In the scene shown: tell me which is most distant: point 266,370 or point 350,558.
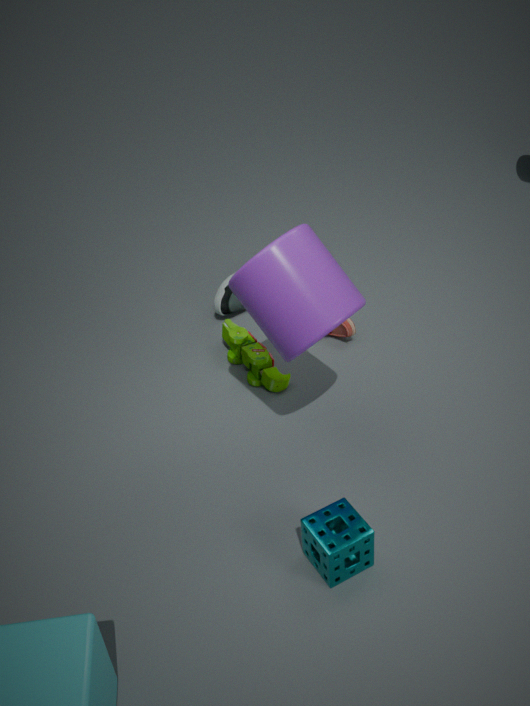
point 266,370
